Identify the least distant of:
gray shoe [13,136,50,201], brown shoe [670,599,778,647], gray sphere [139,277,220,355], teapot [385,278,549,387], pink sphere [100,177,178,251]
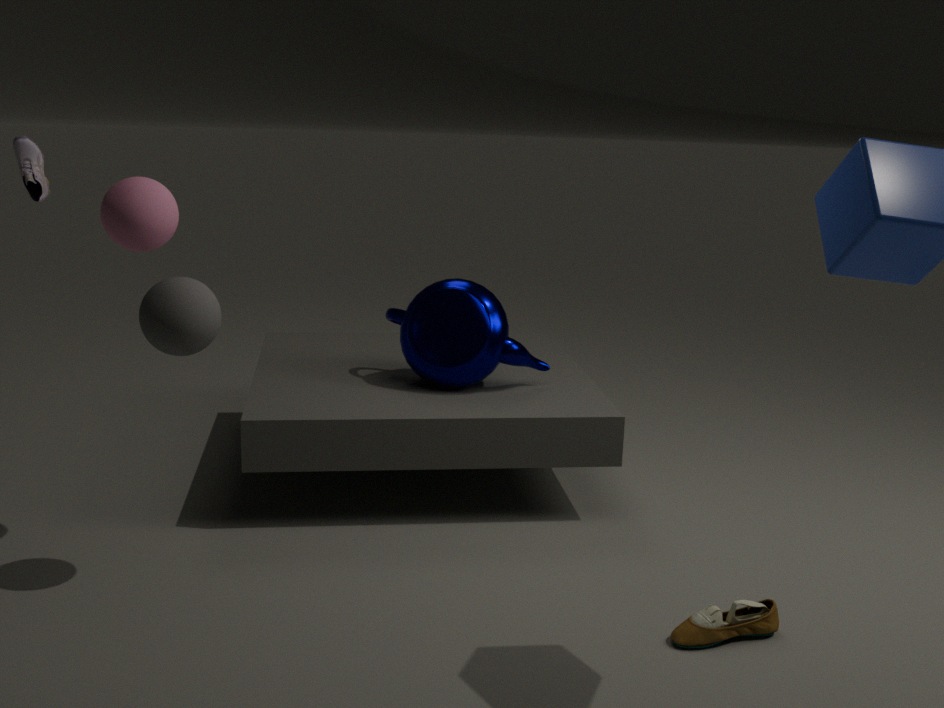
gray sphere [139,277,220,355]
